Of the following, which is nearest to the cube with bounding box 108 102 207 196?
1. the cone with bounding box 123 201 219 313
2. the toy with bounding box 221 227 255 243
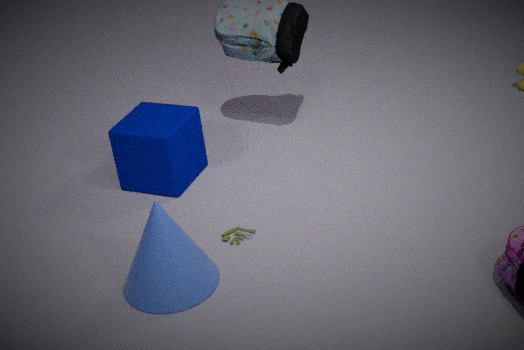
the toy with bounding box 221 227 255 243
